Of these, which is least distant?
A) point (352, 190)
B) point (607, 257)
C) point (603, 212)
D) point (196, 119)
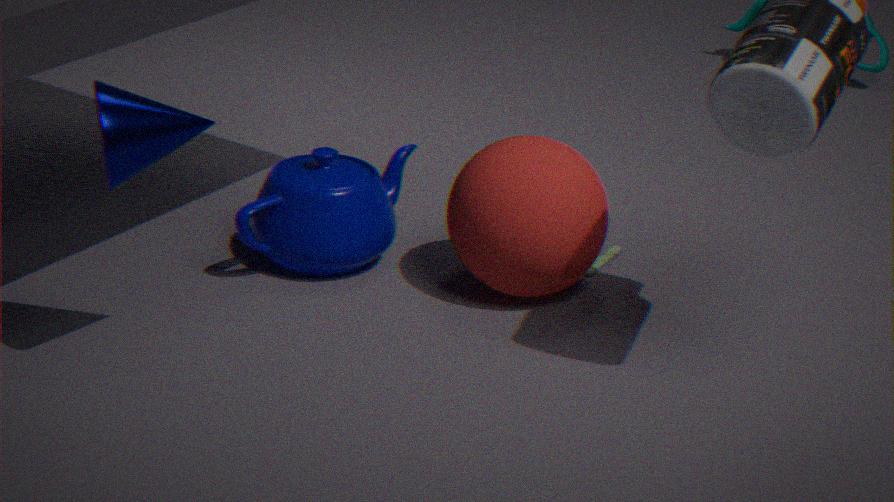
D. point (196, 119)
